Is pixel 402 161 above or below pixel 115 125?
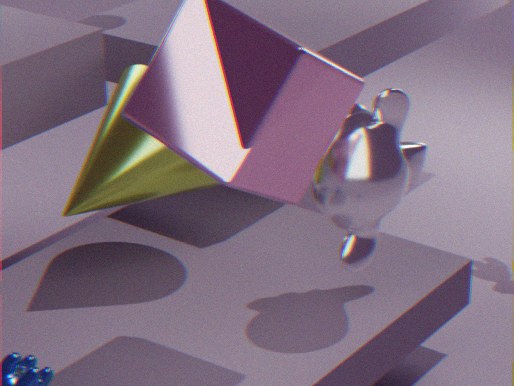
above
